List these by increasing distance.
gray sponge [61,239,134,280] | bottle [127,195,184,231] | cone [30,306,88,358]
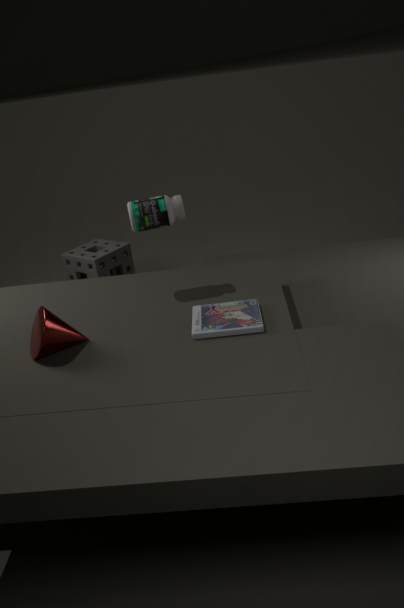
cone [30,306,88,358]
bottle [127,195,184,231]
gray sponge [61,239,134,280]
